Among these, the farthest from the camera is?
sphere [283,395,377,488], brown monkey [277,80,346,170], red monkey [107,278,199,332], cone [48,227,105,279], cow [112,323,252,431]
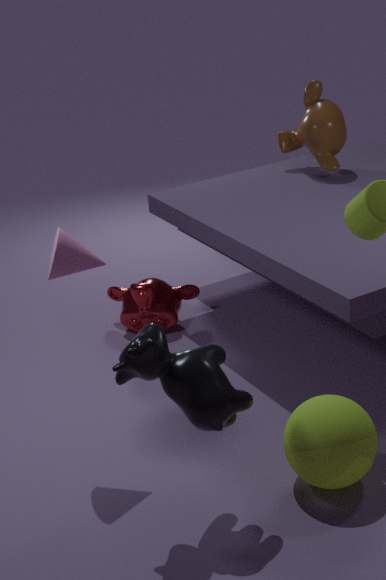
brown monkey [277,80,346,170]
